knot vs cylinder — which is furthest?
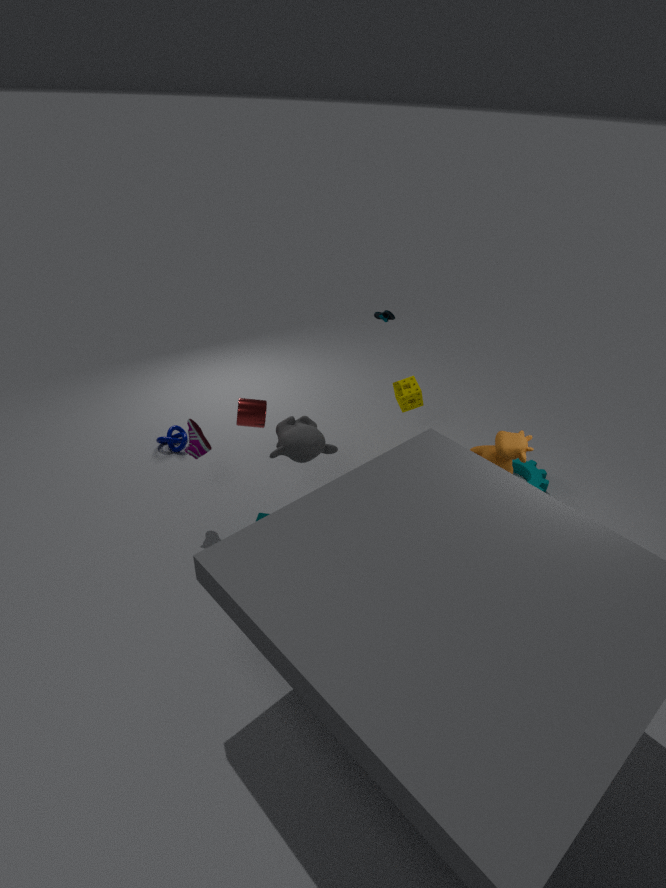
knot
